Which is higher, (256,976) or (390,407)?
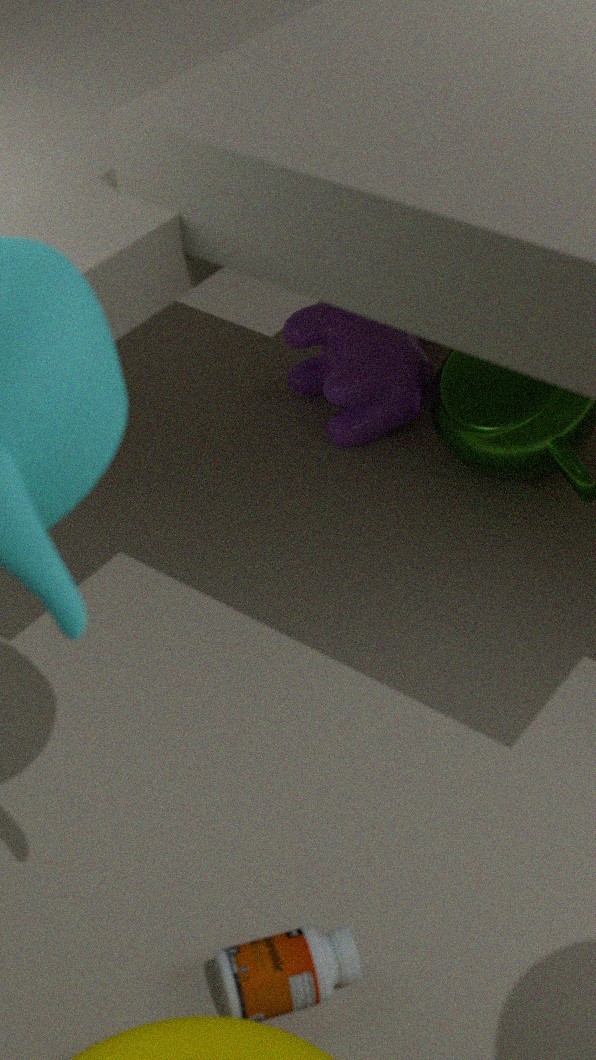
(390,407)
